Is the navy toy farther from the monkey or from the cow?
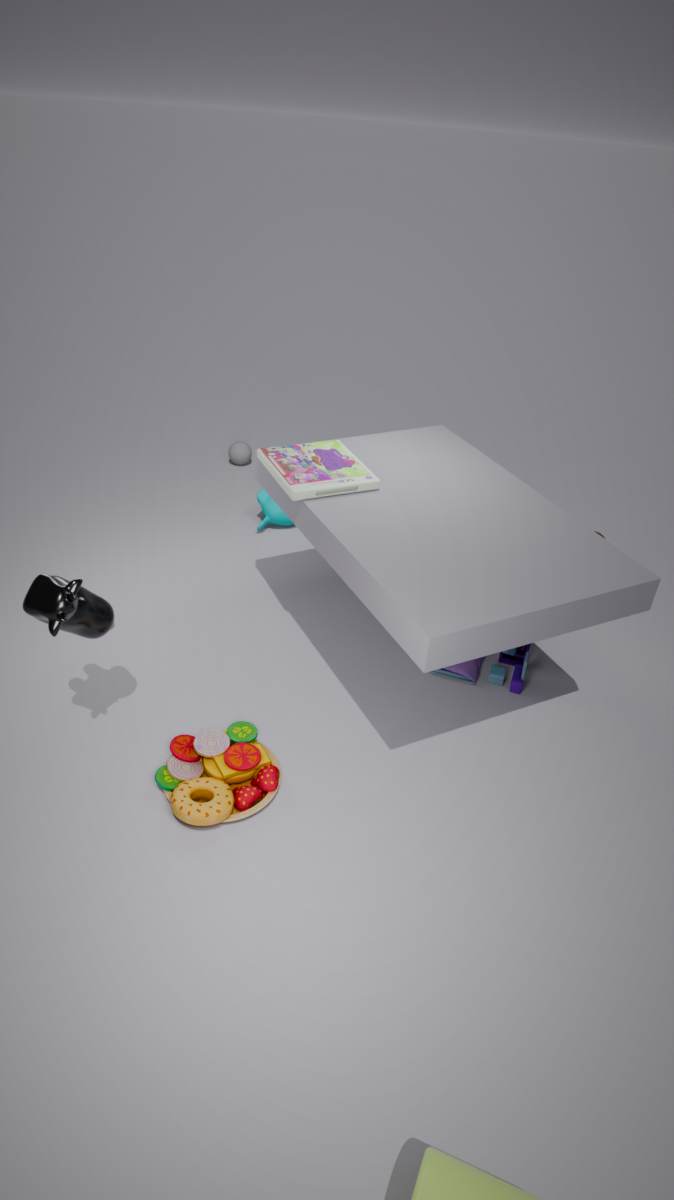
the cow
